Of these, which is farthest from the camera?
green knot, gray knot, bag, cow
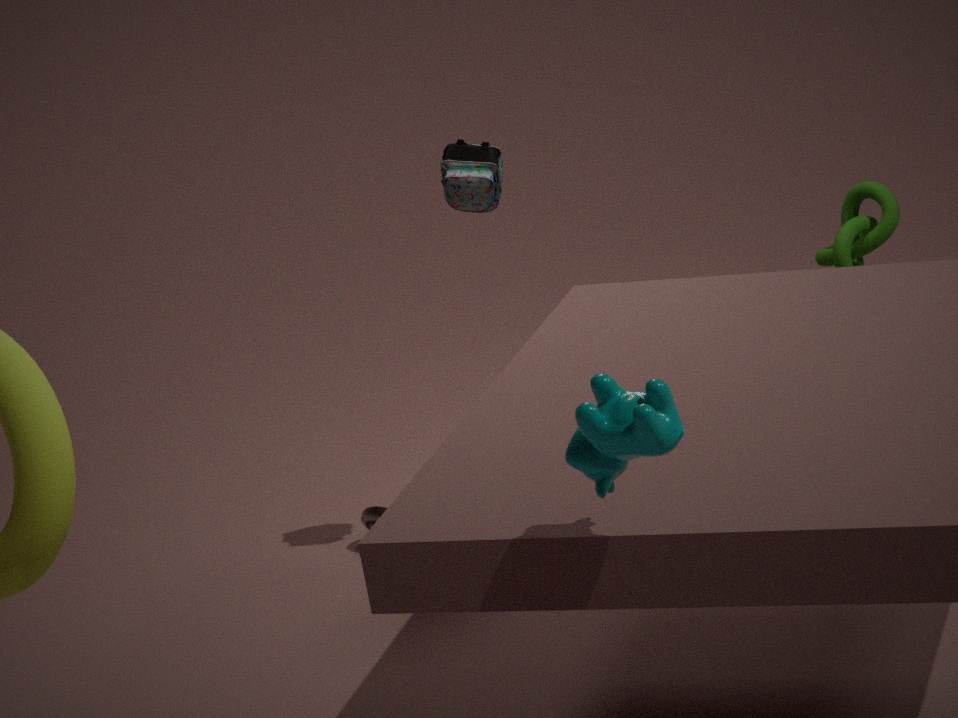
gray knot
